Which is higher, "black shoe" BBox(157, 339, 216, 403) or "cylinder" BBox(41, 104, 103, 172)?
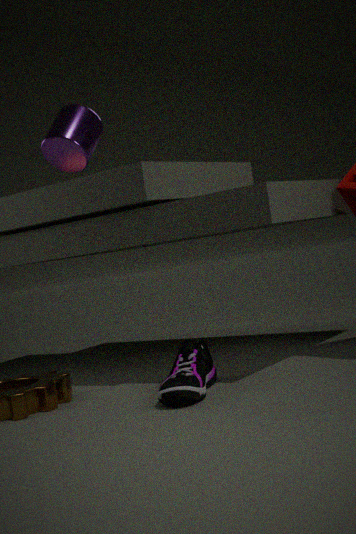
"cylinder" BBox(41, 104, 103, 172)
